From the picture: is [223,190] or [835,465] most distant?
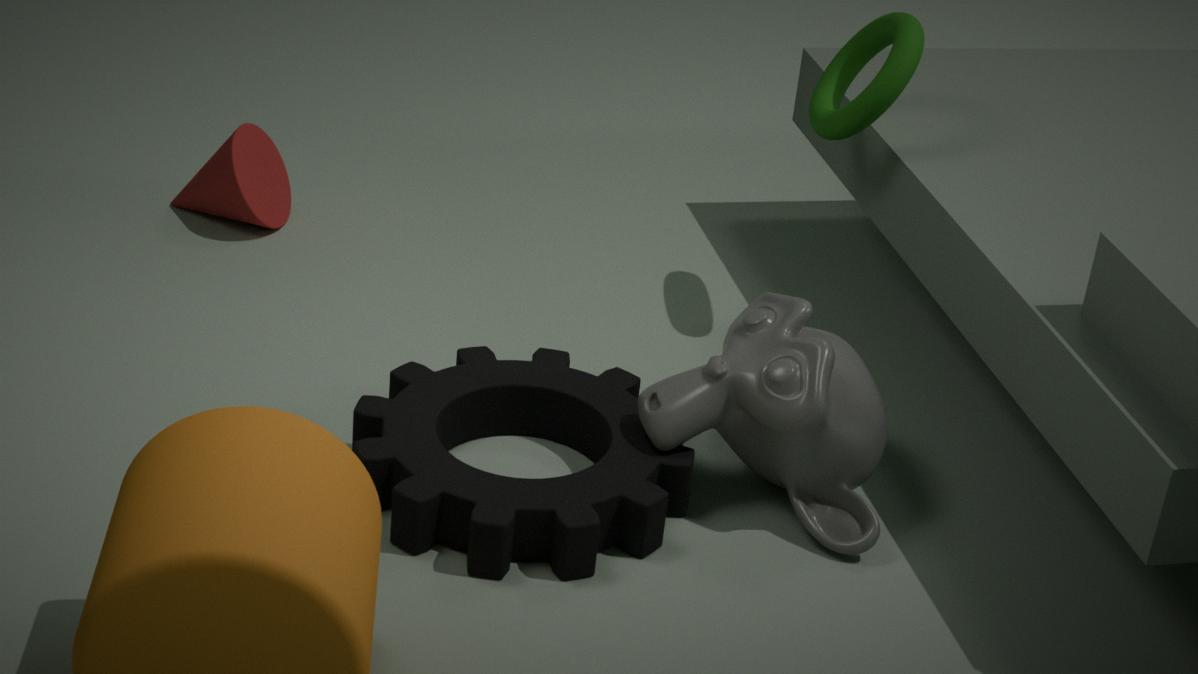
[223,190]
